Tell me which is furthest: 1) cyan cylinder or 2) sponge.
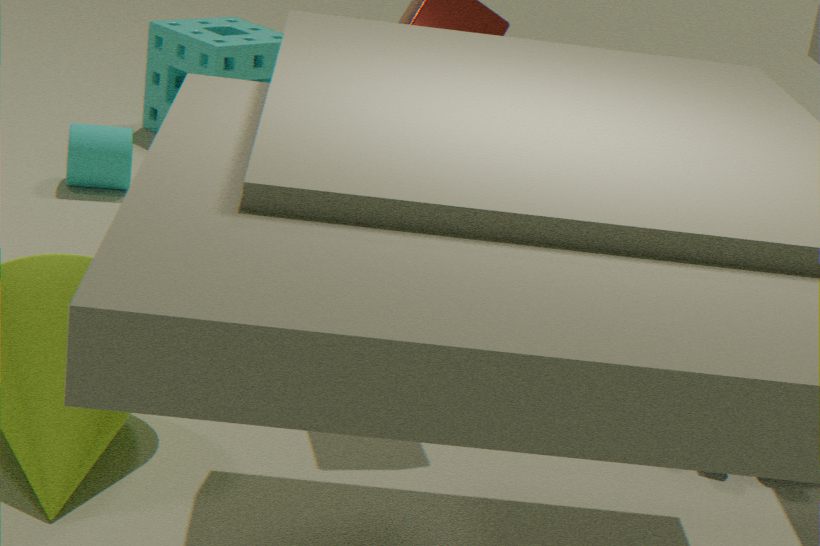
2. sponge
